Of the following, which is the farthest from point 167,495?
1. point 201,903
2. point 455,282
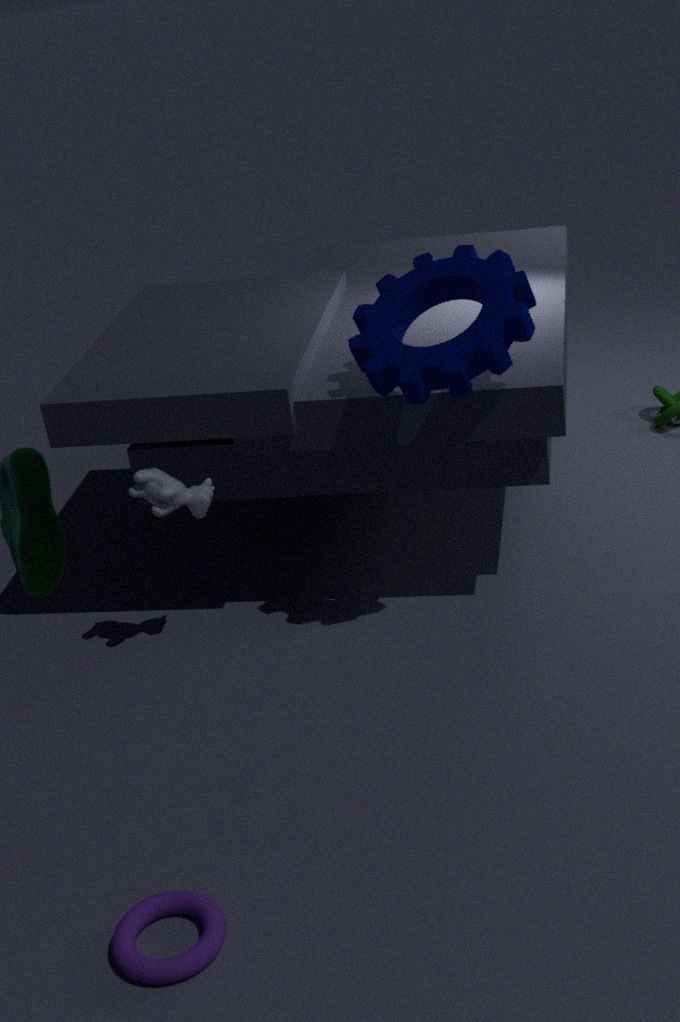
point 201,903
